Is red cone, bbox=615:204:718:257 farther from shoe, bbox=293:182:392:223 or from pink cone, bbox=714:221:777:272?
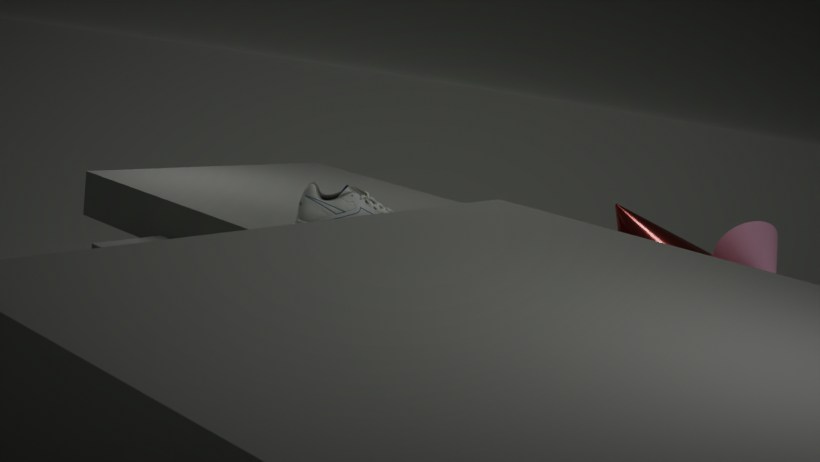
shoe, bbox=293:182:392:223
